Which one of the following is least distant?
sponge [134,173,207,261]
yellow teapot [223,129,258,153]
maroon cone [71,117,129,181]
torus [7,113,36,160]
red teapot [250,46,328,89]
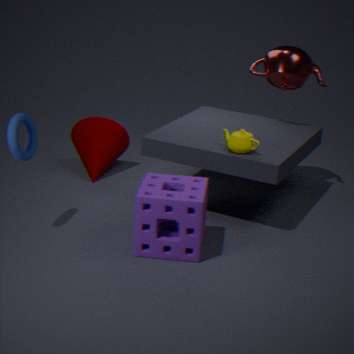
sponge [134,173,207,261]
